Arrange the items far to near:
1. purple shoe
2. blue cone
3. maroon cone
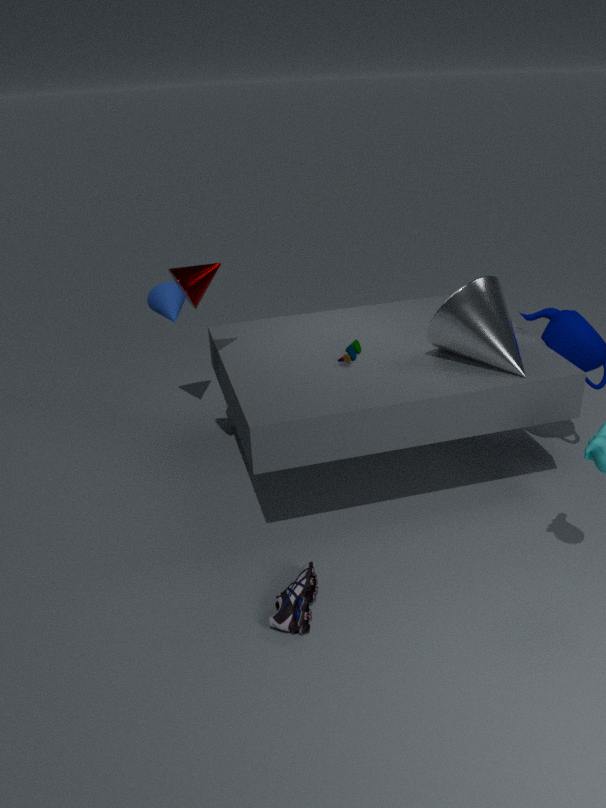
blue cone, maroon cone, purple shoe
